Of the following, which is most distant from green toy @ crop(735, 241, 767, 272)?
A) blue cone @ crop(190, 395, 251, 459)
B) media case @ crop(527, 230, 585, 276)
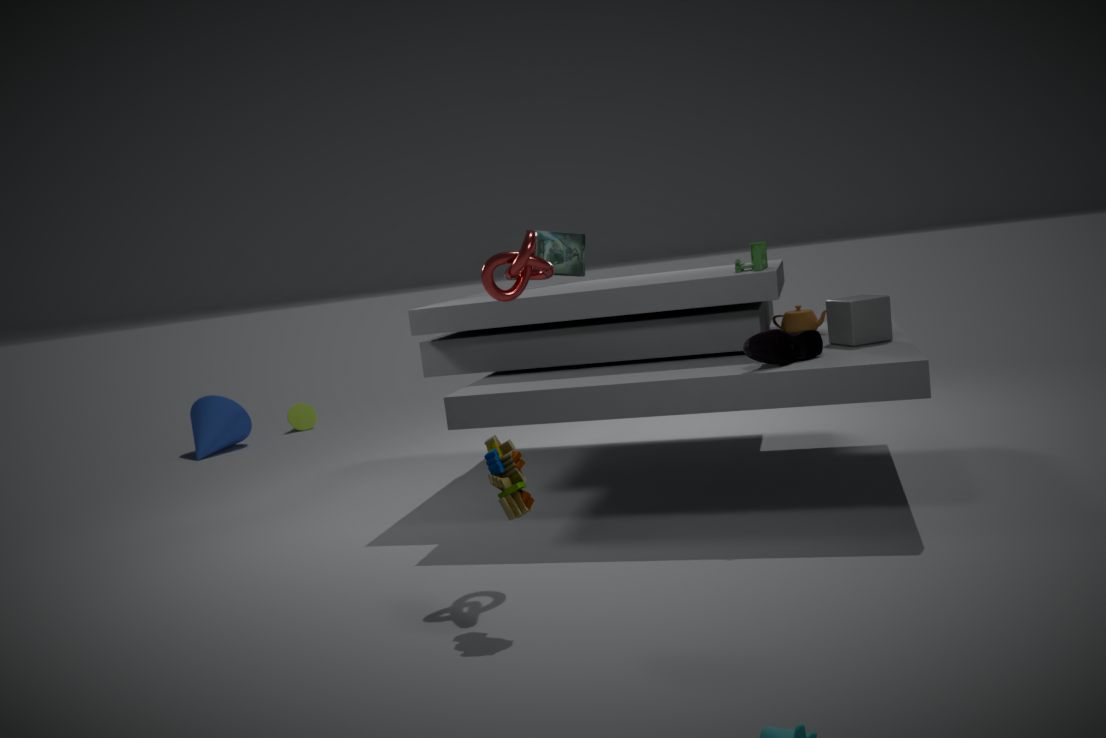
blue cone @ crop(190, 395, 251, 459)
